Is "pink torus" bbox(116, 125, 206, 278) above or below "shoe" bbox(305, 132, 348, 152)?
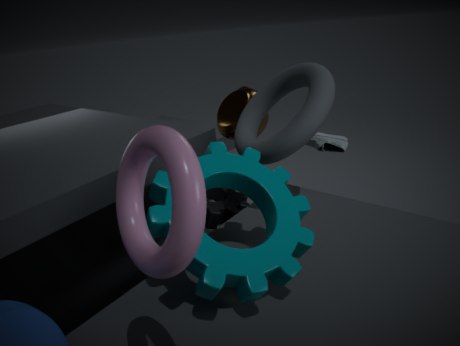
above
